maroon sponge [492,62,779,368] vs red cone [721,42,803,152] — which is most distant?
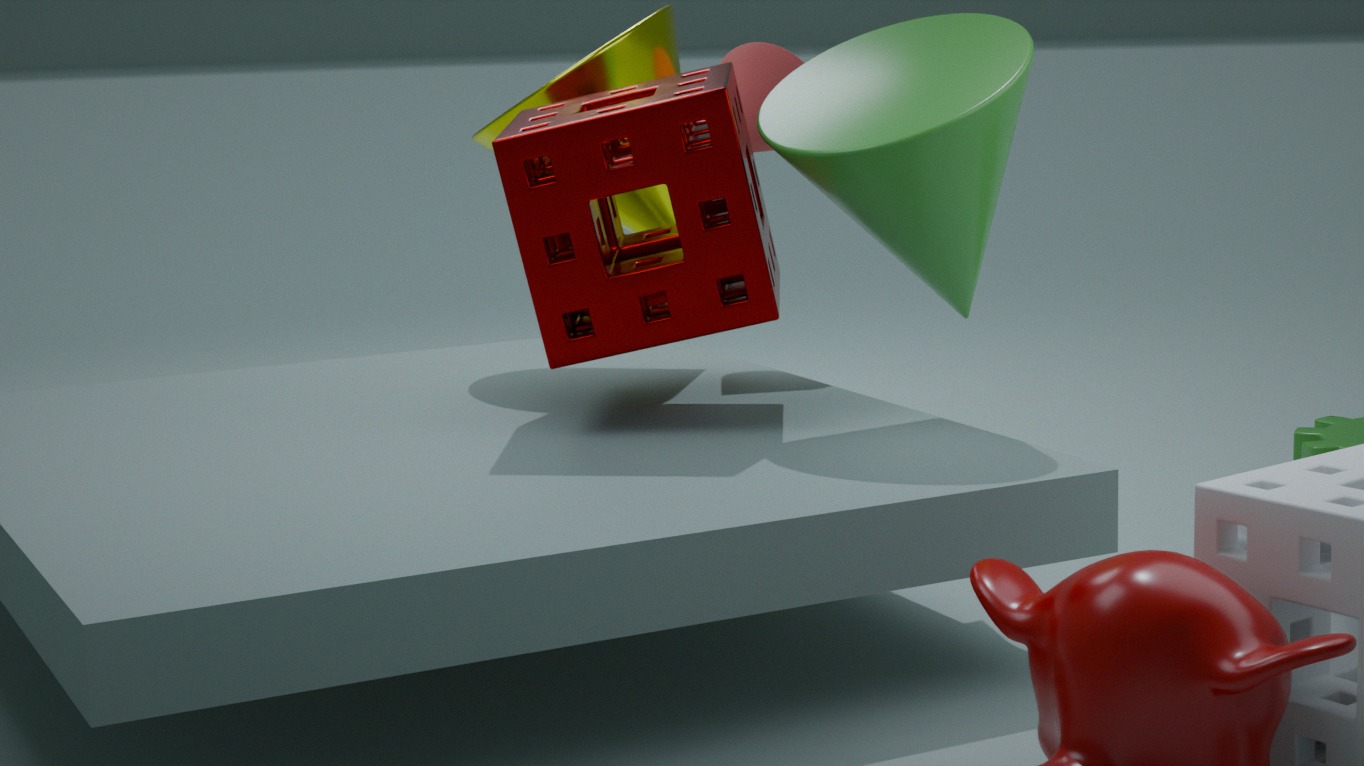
red cone [721,42,803,152]
